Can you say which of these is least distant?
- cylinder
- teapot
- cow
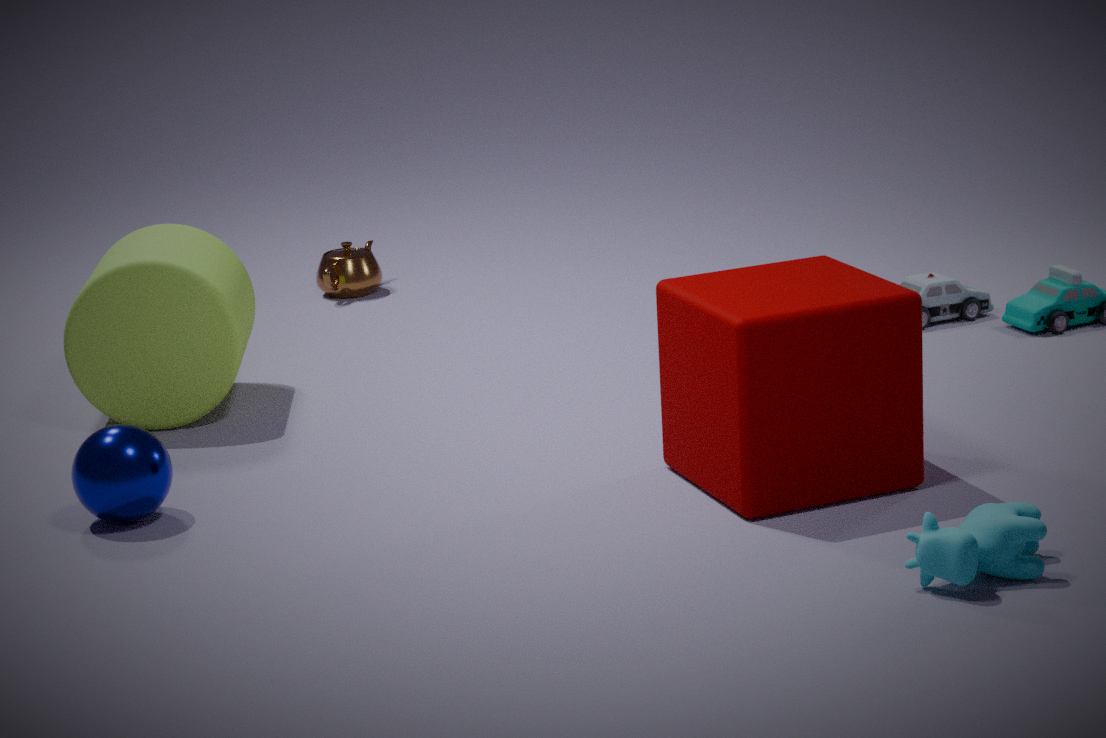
cow
